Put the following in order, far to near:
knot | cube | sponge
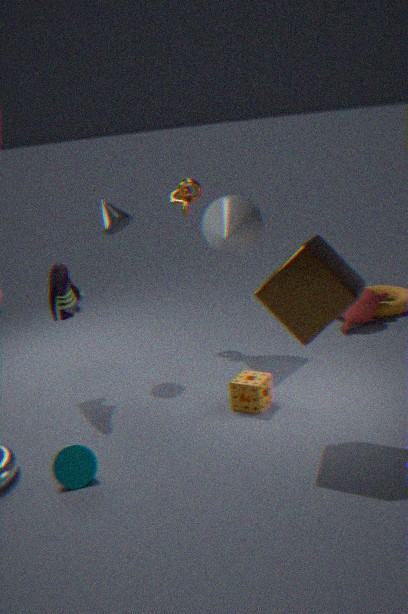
knot < sponge < cube
